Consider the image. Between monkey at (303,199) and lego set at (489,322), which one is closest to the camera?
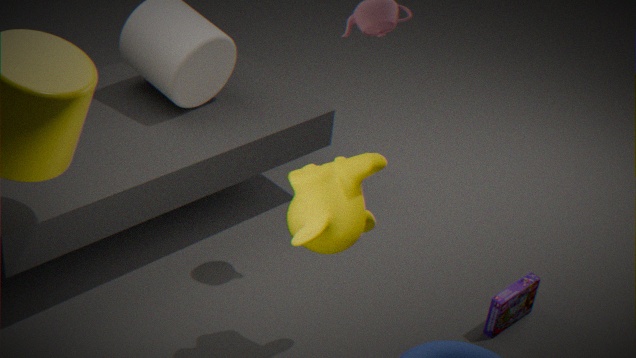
monkey at (303,199)
